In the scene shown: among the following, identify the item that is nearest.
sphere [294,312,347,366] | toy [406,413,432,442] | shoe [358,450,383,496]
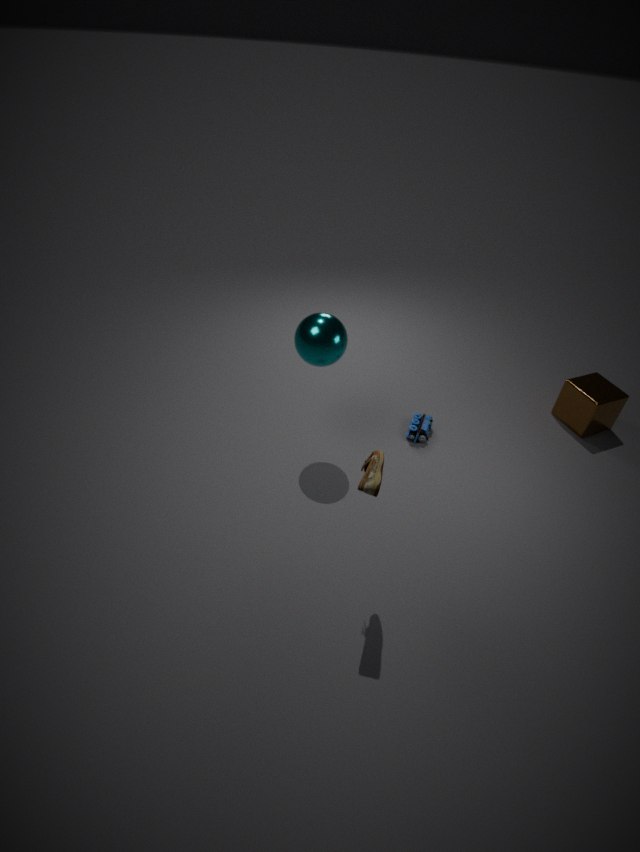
shoe [358,450,383,496]
